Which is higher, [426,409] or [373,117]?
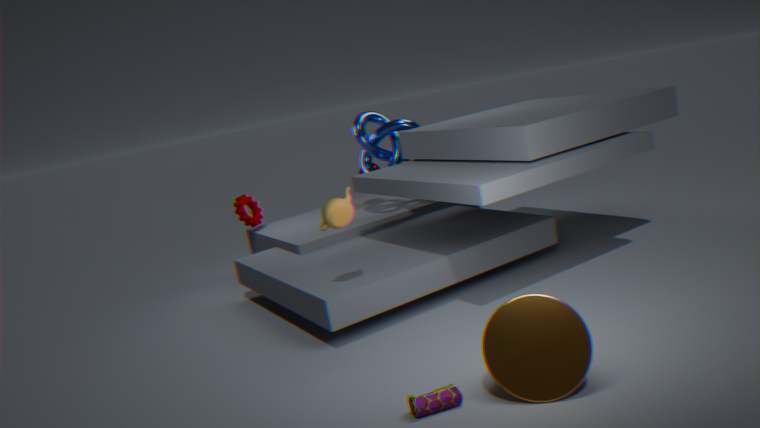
[373,117]
